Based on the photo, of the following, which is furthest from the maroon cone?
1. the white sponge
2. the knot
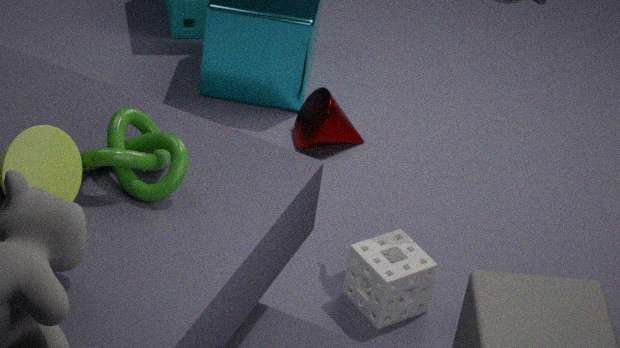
the knot
